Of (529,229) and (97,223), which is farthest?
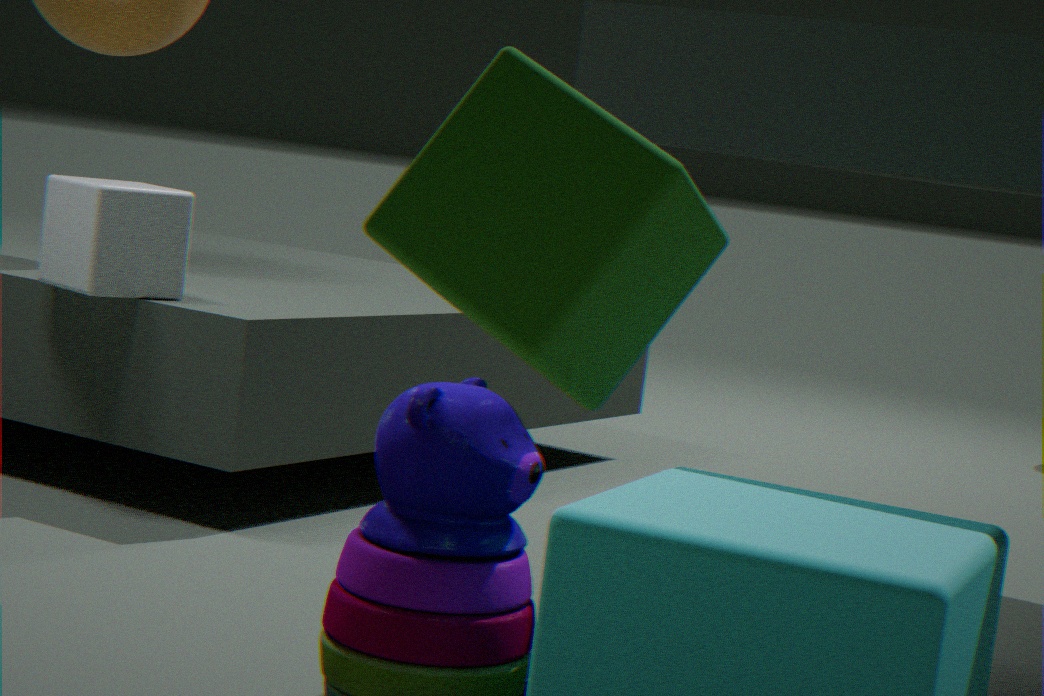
(97,223)
